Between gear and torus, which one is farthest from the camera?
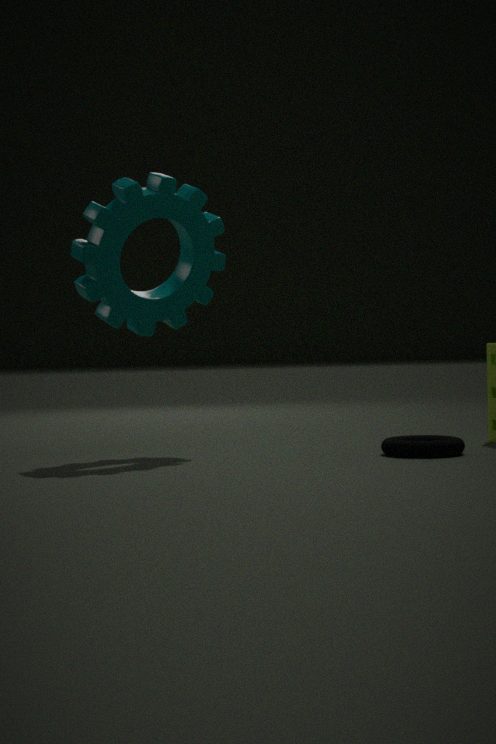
gear
